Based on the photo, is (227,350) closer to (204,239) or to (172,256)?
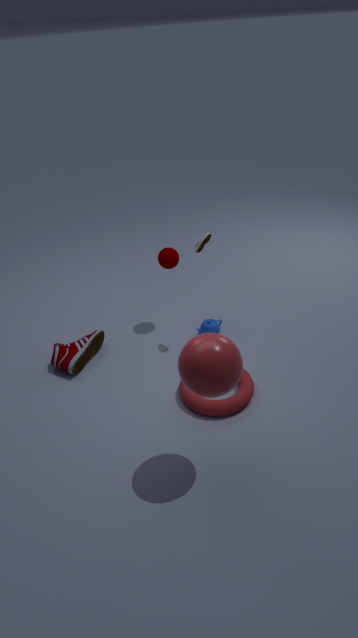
(204,239)
